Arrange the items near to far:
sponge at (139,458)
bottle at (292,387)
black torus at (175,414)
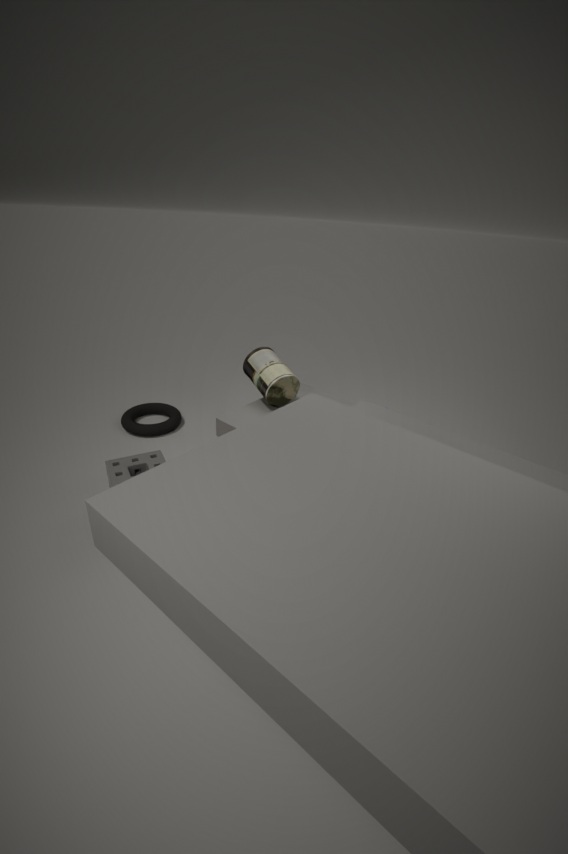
1. sponge at (139,458)
2. bottle at (292,387)
3. black torus at (175,414)
